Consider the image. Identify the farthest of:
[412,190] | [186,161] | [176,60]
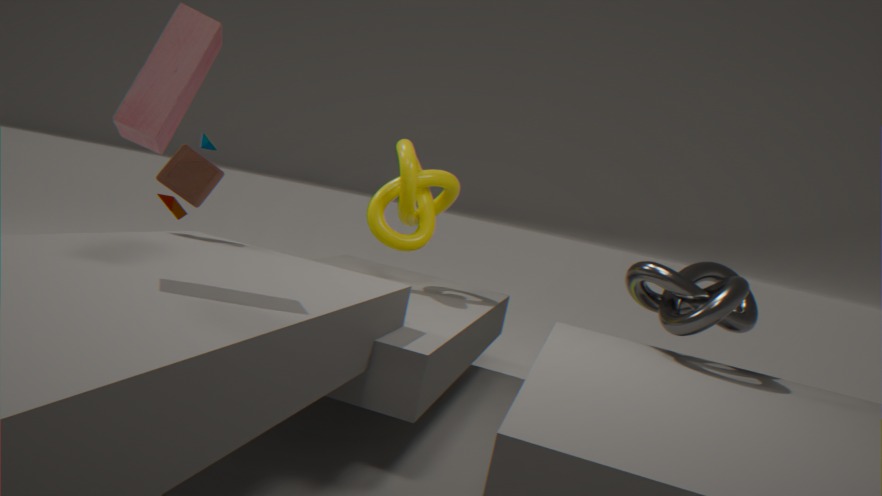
[412,190]
